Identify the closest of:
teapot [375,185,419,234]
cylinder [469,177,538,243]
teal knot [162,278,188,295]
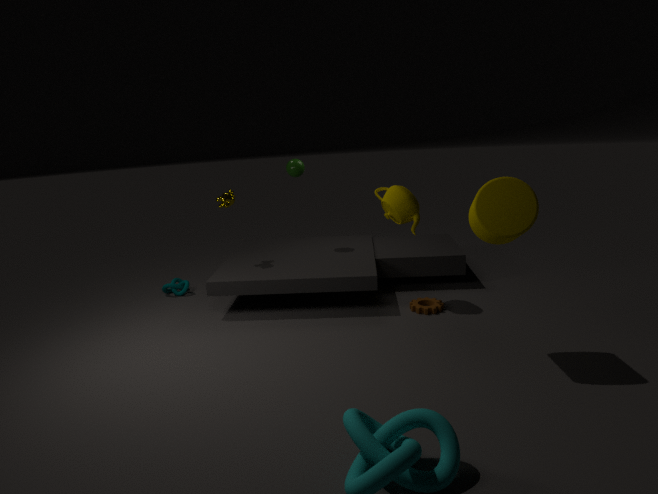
cylinder [469,177,538,243]
